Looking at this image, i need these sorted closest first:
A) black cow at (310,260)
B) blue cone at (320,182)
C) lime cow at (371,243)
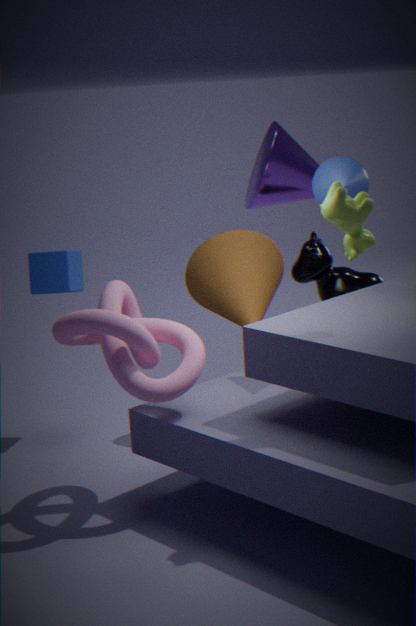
lime cow at (371,243) → blue cone at (320,182) → black cow at (310,260)
